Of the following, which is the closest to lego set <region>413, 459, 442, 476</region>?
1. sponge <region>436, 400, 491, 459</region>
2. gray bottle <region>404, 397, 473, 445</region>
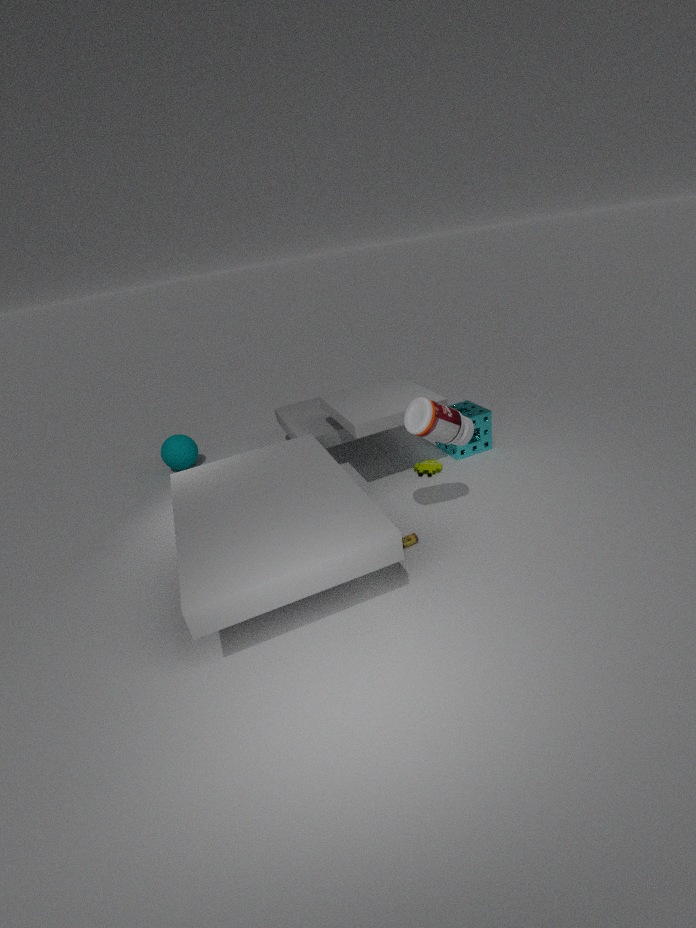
sponge <region>436, 400, 491, 459</region>
